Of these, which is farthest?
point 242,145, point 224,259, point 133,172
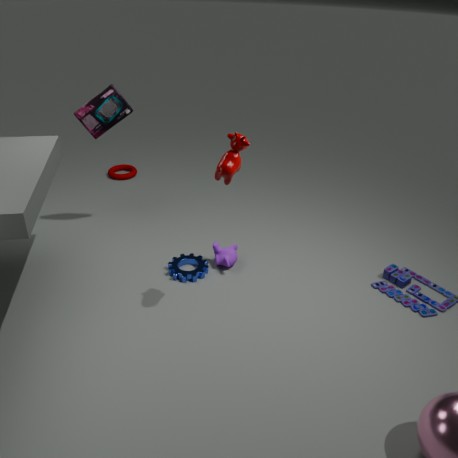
point 133,172
